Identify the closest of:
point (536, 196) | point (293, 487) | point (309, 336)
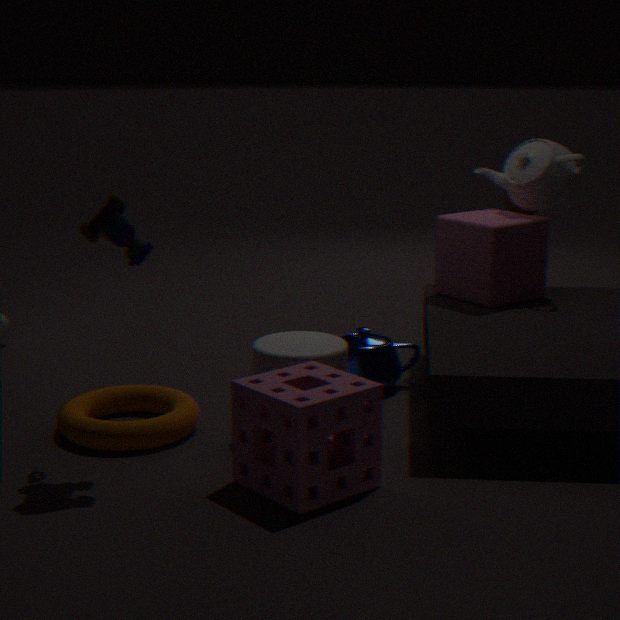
point (293, 487)
